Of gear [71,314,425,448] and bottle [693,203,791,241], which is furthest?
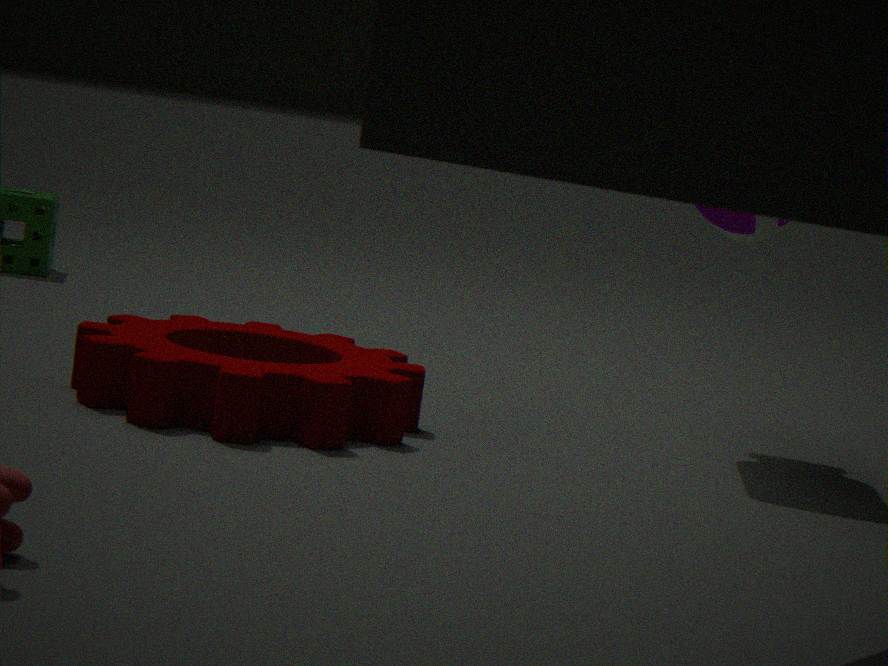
bottle [693,203,791,241]
